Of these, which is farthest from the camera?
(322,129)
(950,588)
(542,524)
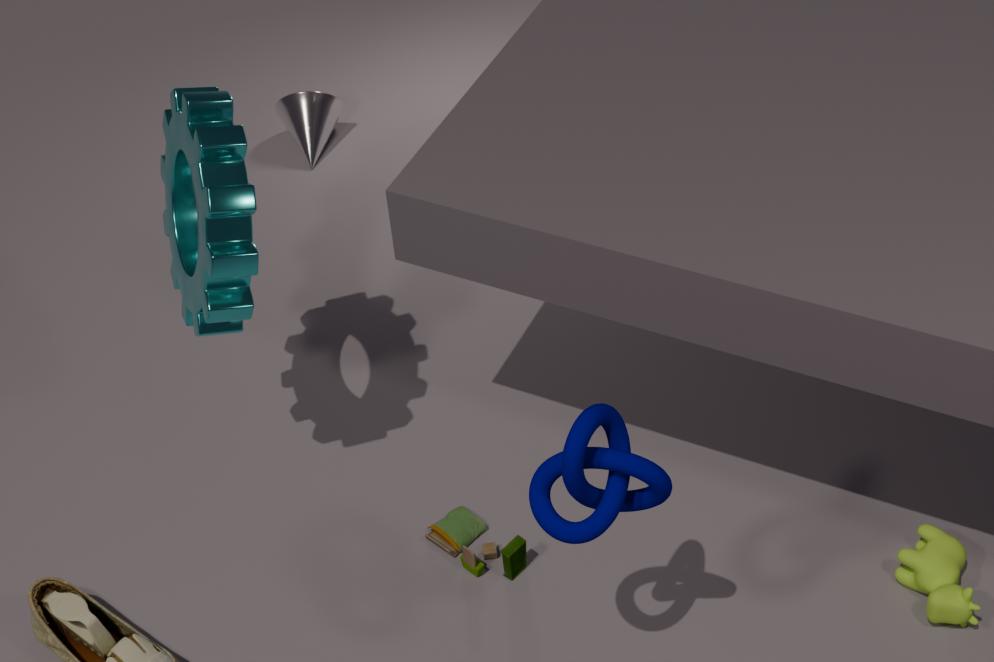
(322,129)
